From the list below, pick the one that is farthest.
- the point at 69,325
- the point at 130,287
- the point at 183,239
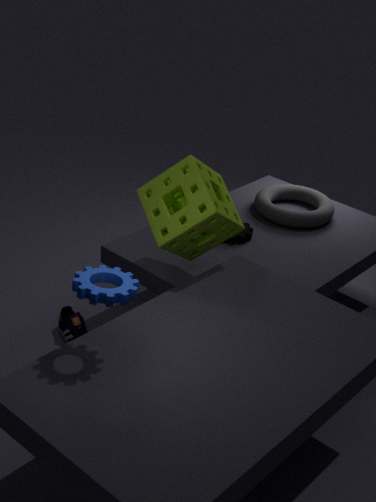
the point at 69,325
